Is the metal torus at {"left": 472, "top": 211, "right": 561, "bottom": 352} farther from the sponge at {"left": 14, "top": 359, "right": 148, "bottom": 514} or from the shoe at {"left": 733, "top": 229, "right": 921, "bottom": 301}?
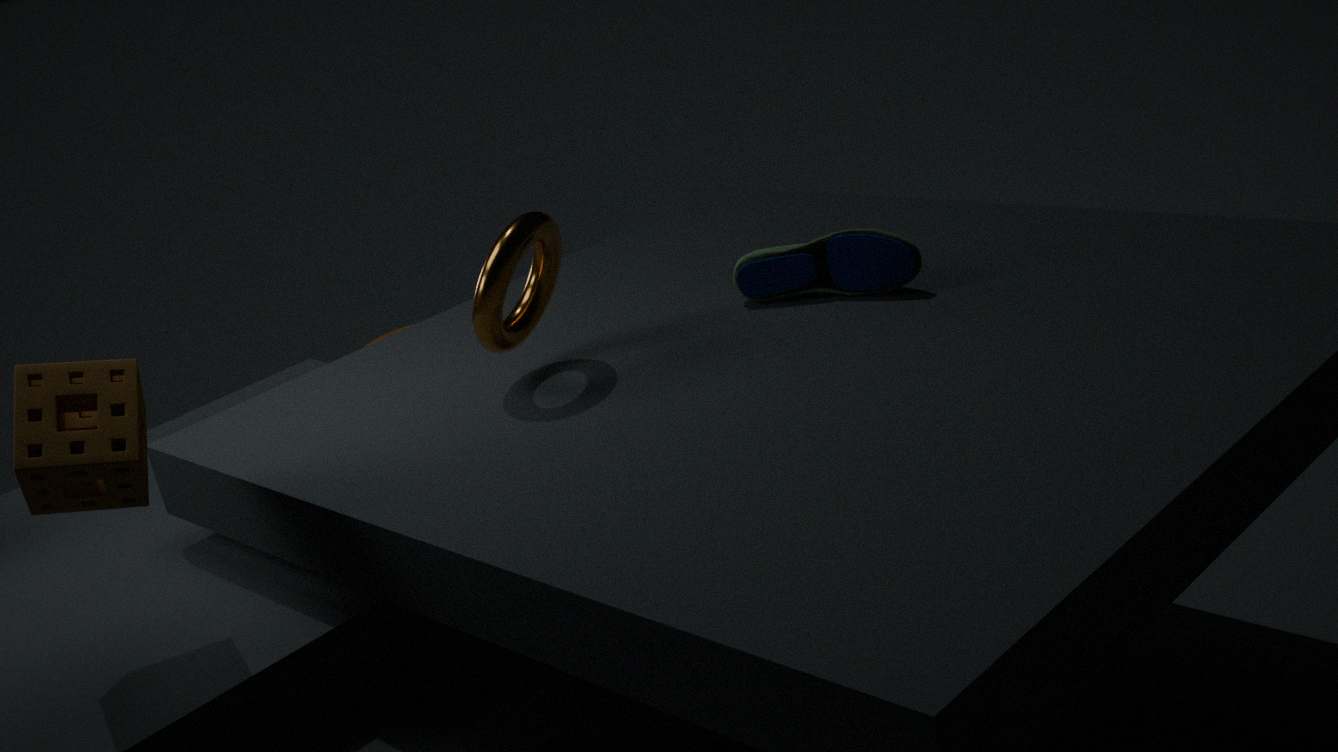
the sponge at {"left": 14, "top": 359, "right": 148, "bottom": 514}
